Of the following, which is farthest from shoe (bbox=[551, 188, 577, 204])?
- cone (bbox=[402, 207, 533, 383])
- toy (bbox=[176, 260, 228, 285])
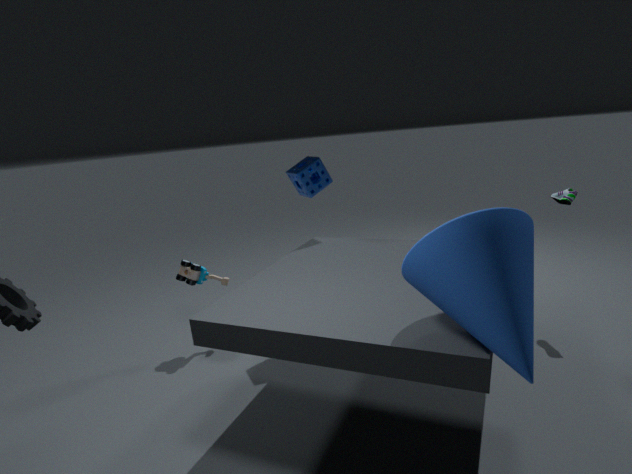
toy (bbox=[176, 260, 228, 285])
